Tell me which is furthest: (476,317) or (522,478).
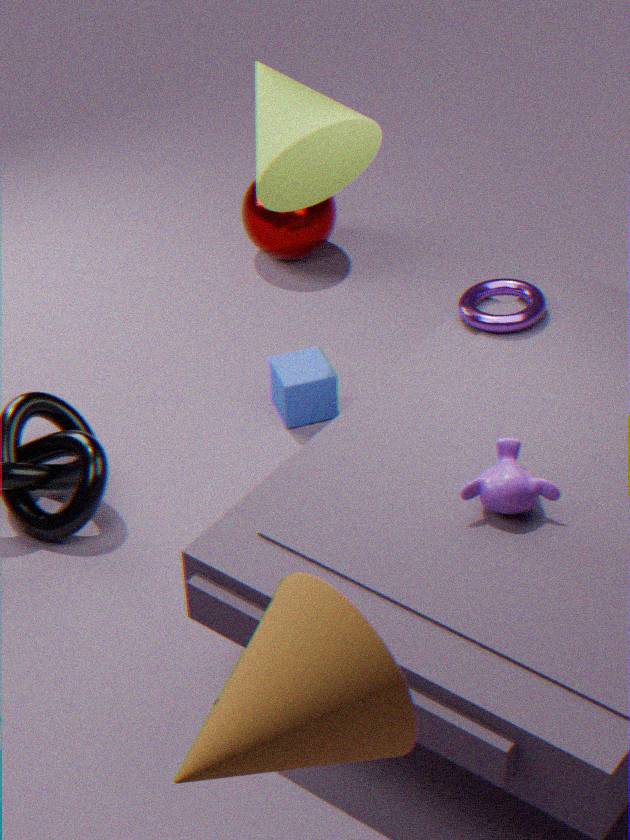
(476,317)
